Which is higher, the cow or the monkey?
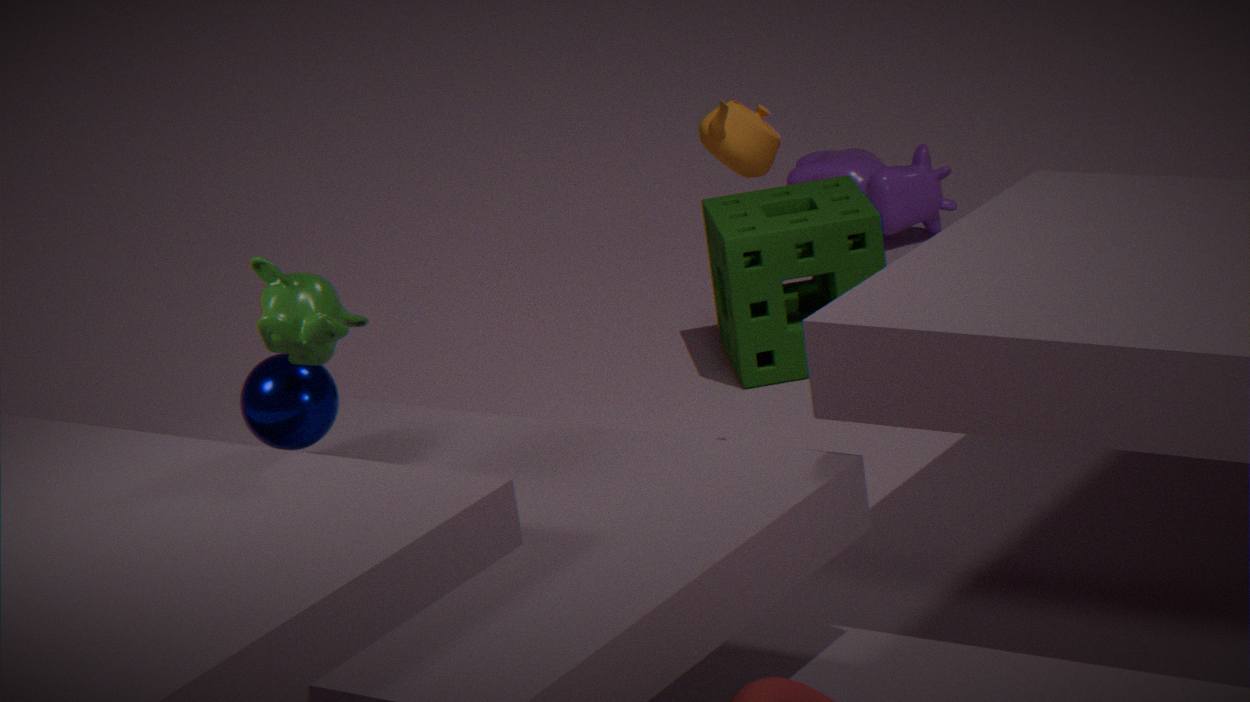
the monkey
